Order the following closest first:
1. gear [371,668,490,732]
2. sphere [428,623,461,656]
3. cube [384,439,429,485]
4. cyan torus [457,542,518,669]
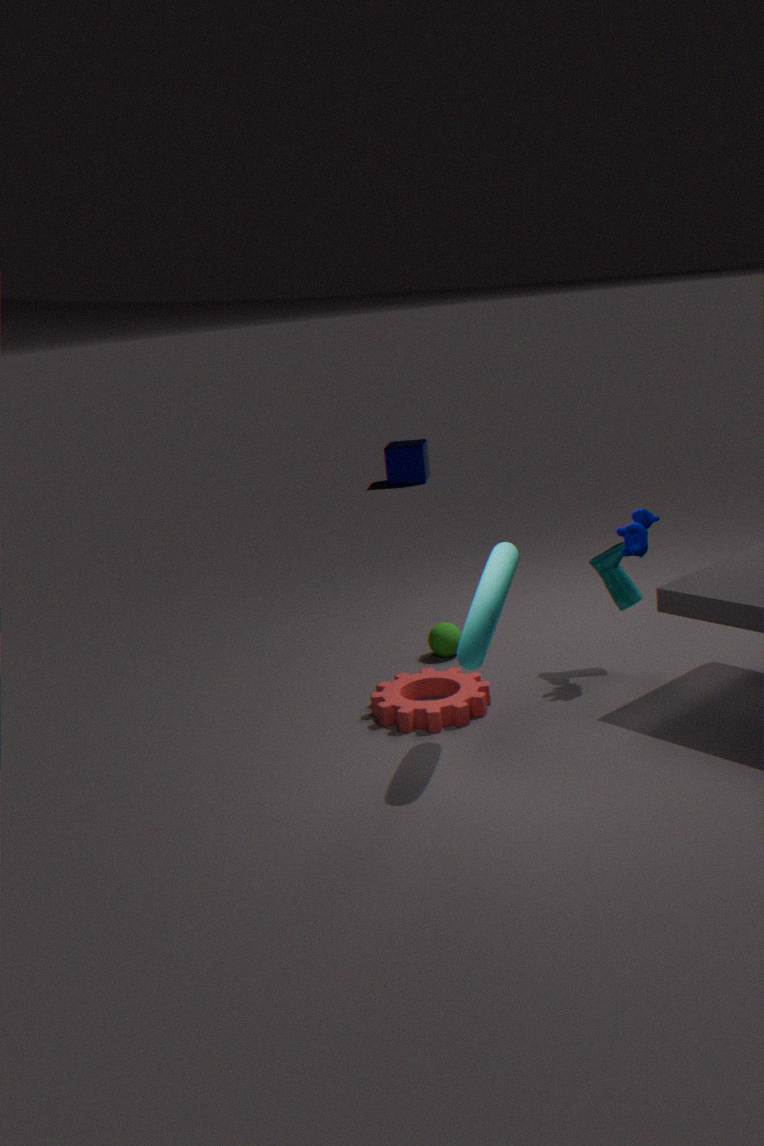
cyan torus [457,542,518,669]
gear [371,668,490,732]
sphere [428,623,461,656]
cube [384,439,429,485]
